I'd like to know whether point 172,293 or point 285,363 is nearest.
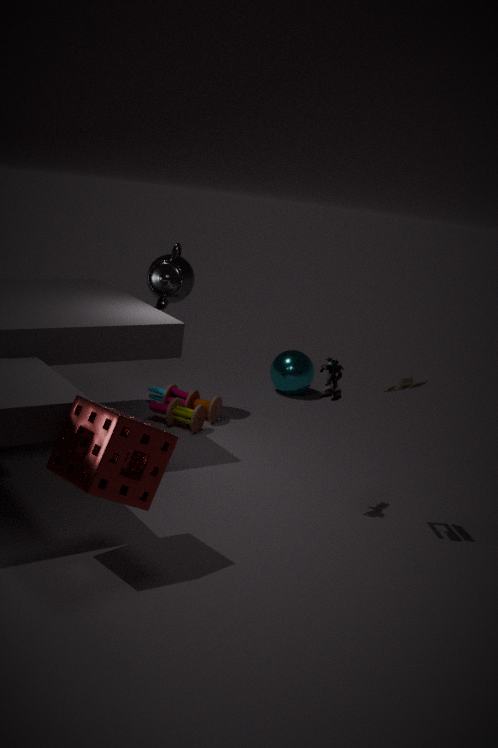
point 172,293
